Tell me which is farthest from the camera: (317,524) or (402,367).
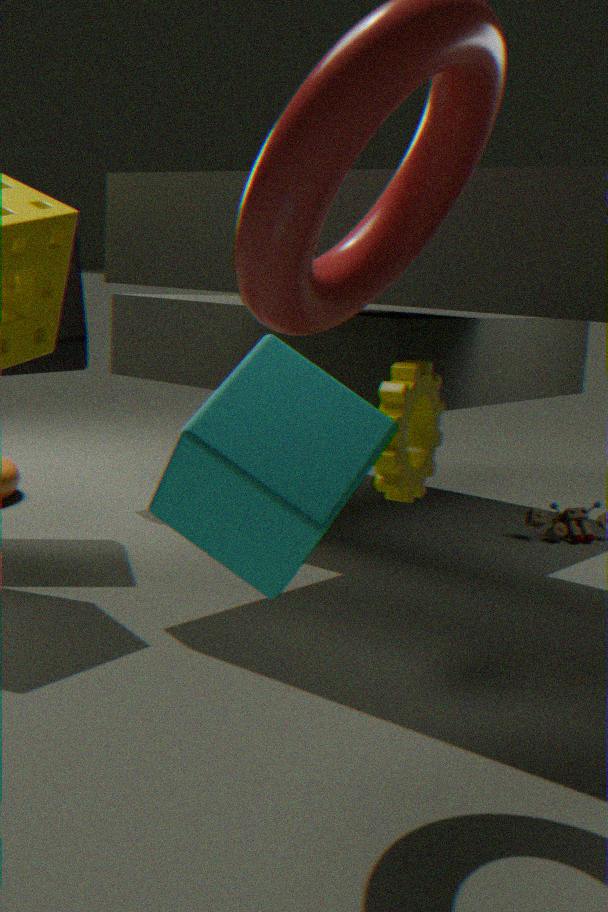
(402,367)
